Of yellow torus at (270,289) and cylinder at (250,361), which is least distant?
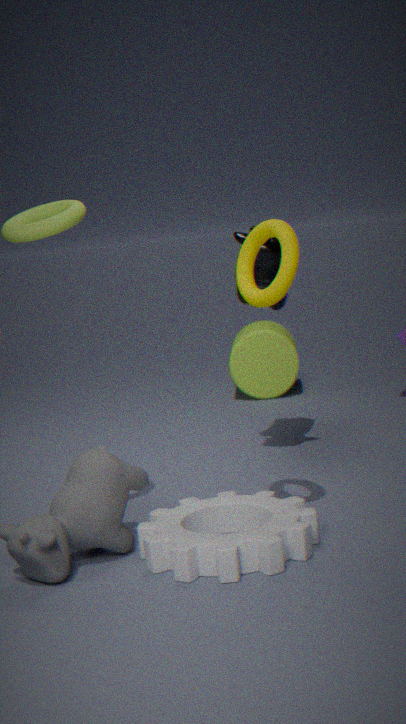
yellow torus at (270,289)
